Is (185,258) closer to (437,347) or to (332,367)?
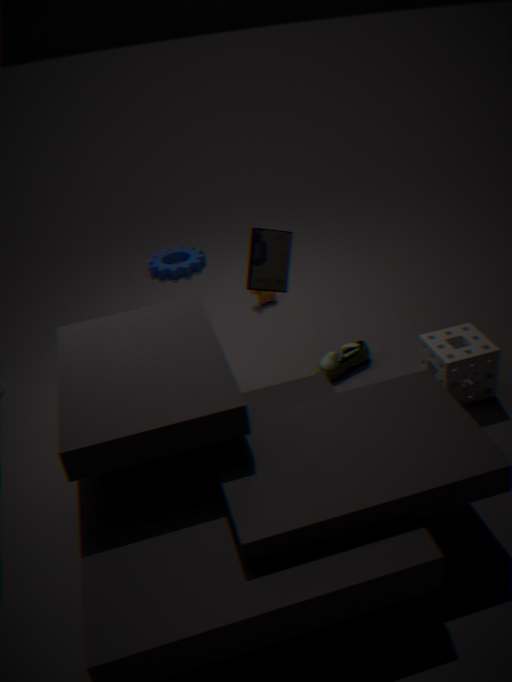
(332,367)
